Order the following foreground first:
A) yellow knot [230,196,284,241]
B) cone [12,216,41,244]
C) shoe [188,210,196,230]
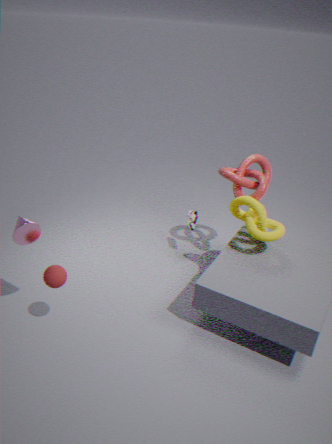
cone [12,216,41,244], yellow knot [230,196,284,241], shoe [188,210,196,230]
